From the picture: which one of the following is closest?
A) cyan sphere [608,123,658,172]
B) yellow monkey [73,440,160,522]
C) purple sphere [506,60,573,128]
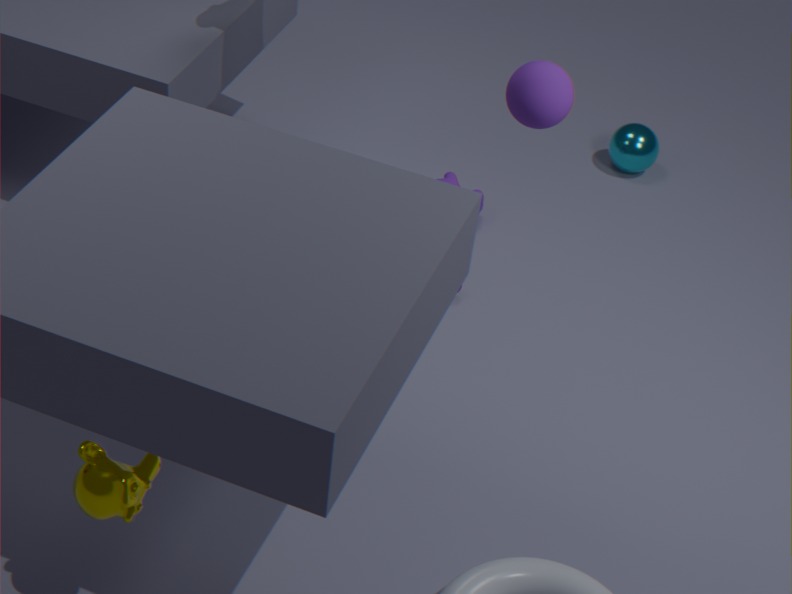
yellow monkey [73,440,160,522]
